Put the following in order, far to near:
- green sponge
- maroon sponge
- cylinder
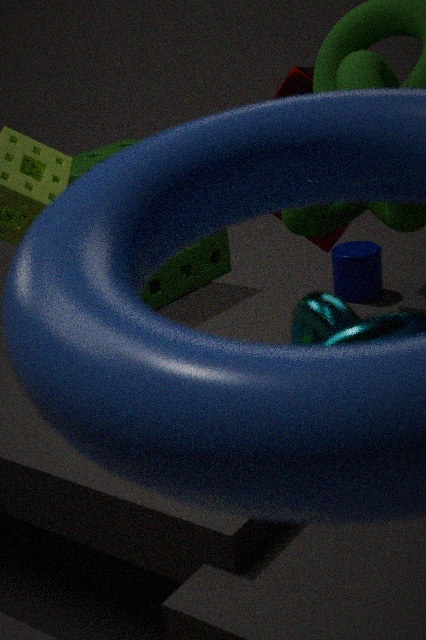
cylinder
maroon sponge
green sponge
